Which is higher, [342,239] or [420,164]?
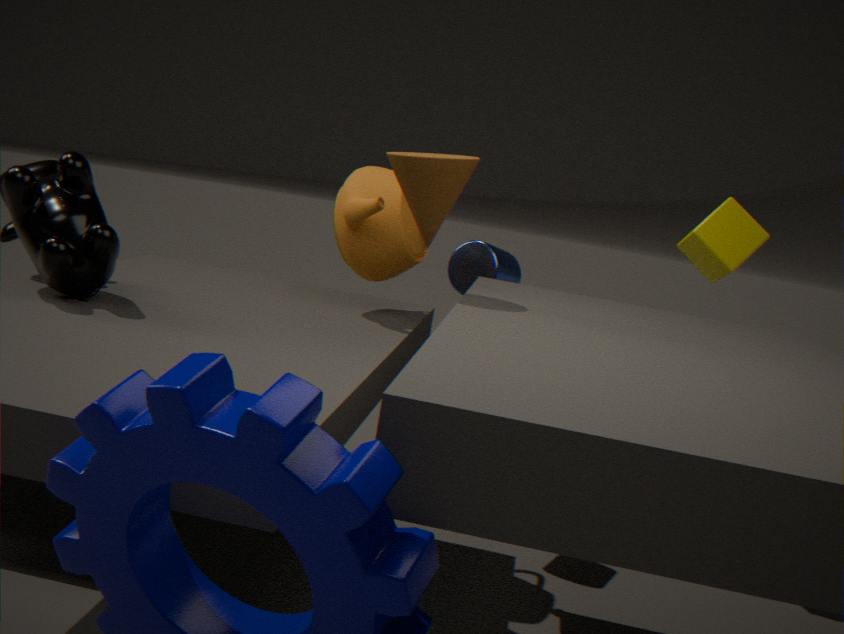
[420,164]
